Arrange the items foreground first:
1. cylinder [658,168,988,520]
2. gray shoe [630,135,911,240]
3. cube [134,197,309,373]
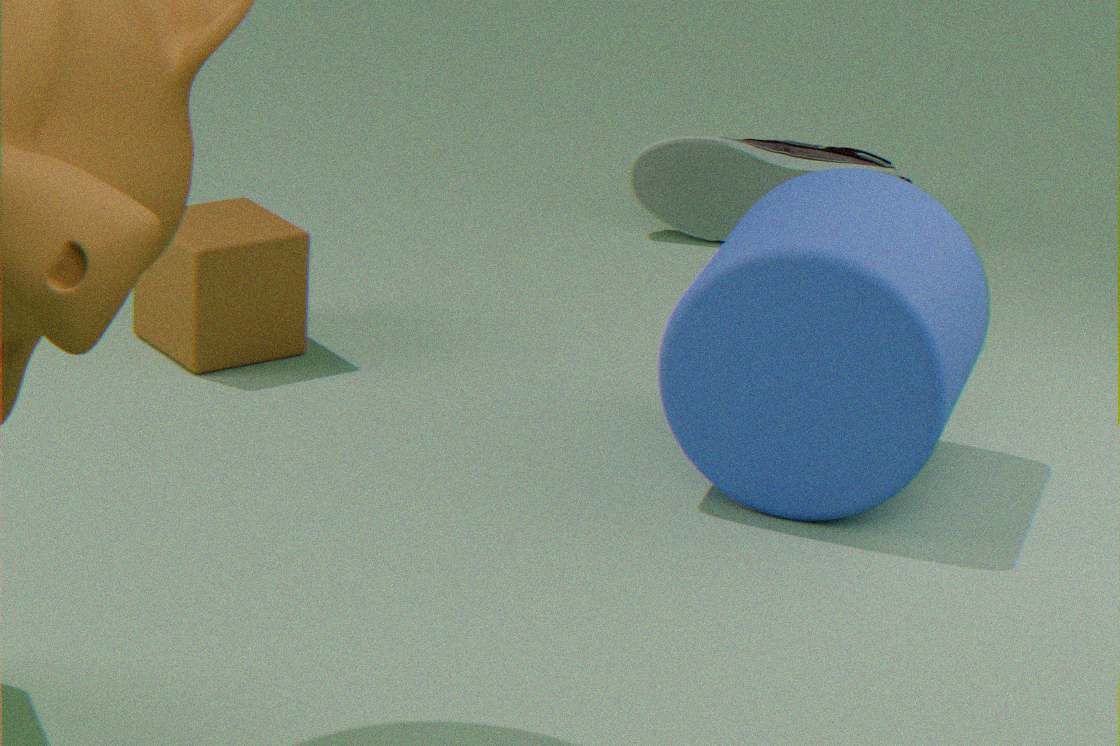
cylinder [658,168,988,520] → cube [134,197,309,373] → gray shoe [630,135,911,240]
